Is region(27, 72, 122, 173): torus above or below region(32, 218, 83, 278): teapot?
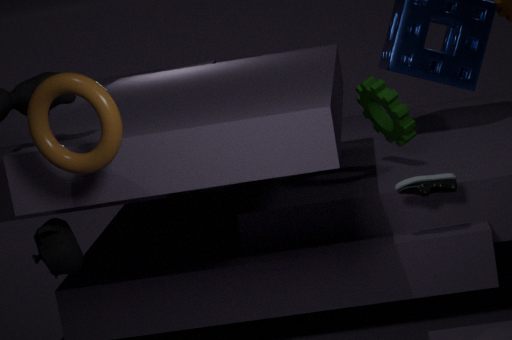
above
